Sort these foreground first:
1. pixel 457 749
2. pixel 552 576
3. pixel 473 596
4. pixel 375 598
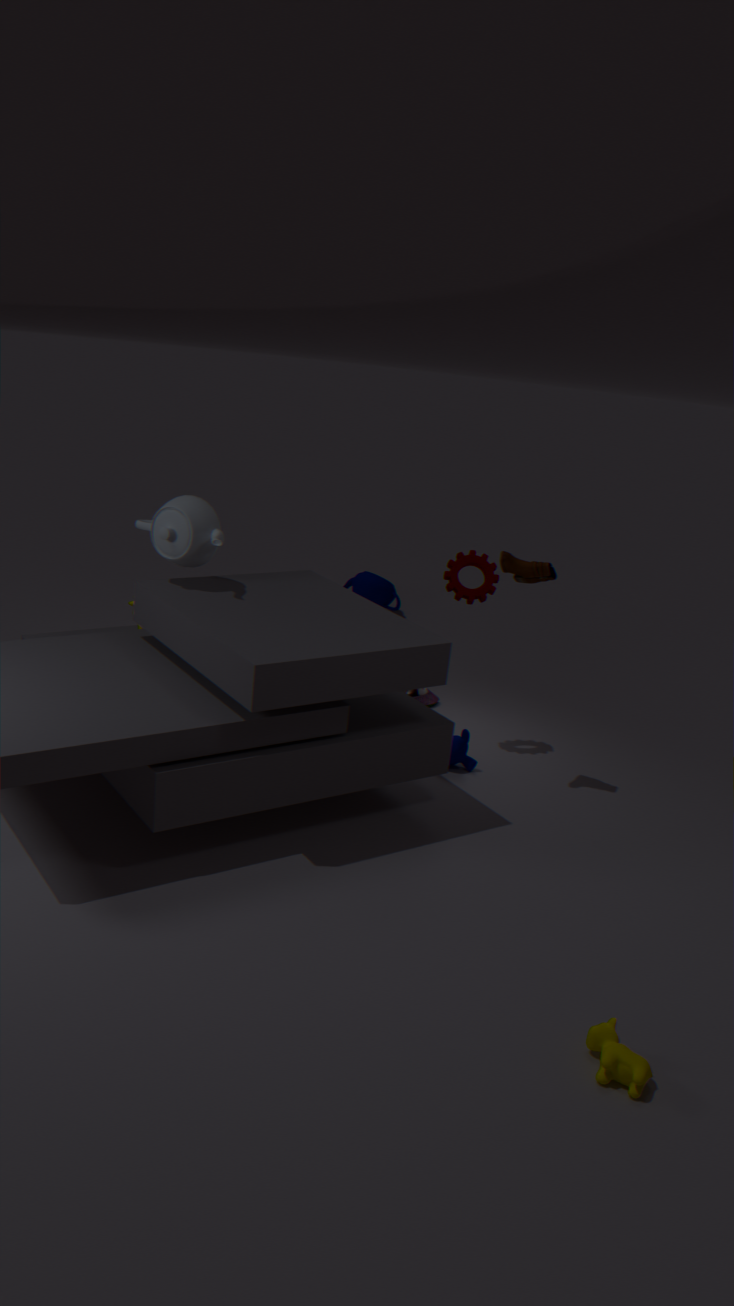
pixel 552 576, pixel 457 749, pixel 473 596, pixel 375 598
